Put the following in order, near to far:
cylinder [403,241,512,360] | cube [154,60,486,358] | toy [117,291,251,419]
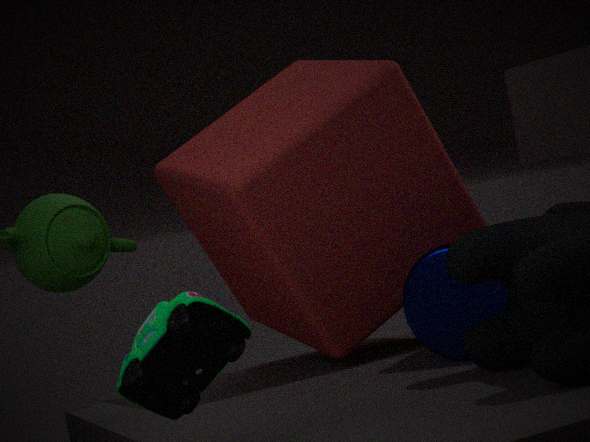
toy [117,291,251,419] < cylinder [403,241,512,360] < cube [154,60,486,358]
